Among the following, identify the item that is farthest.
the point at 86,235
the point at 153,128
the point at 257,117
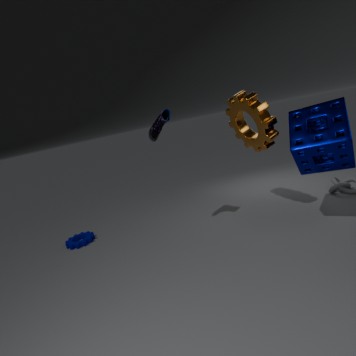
the point at 86,235
